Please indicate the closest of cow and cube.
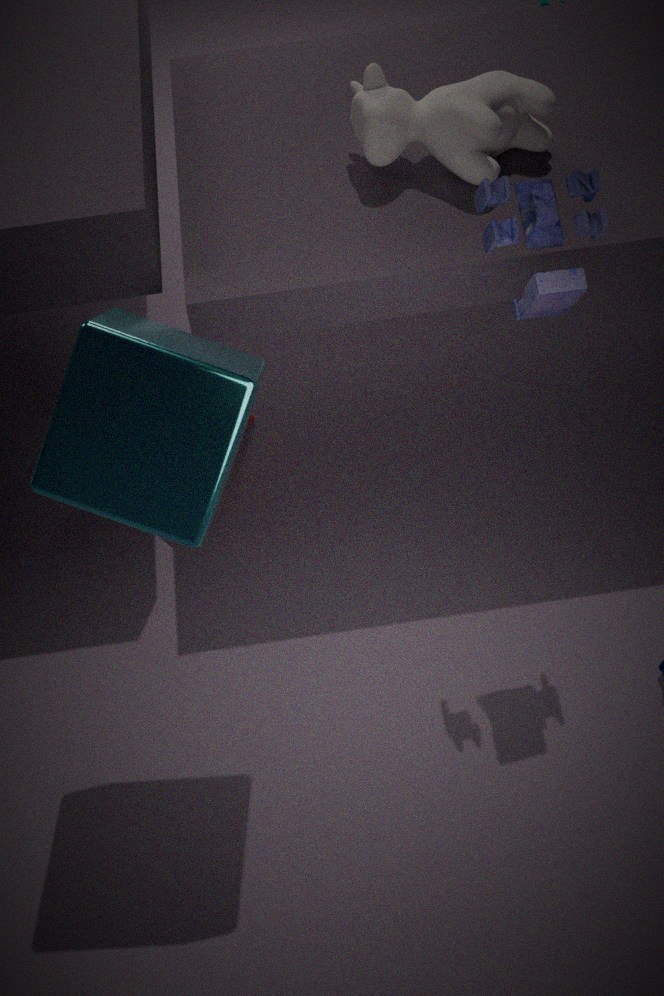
cube
